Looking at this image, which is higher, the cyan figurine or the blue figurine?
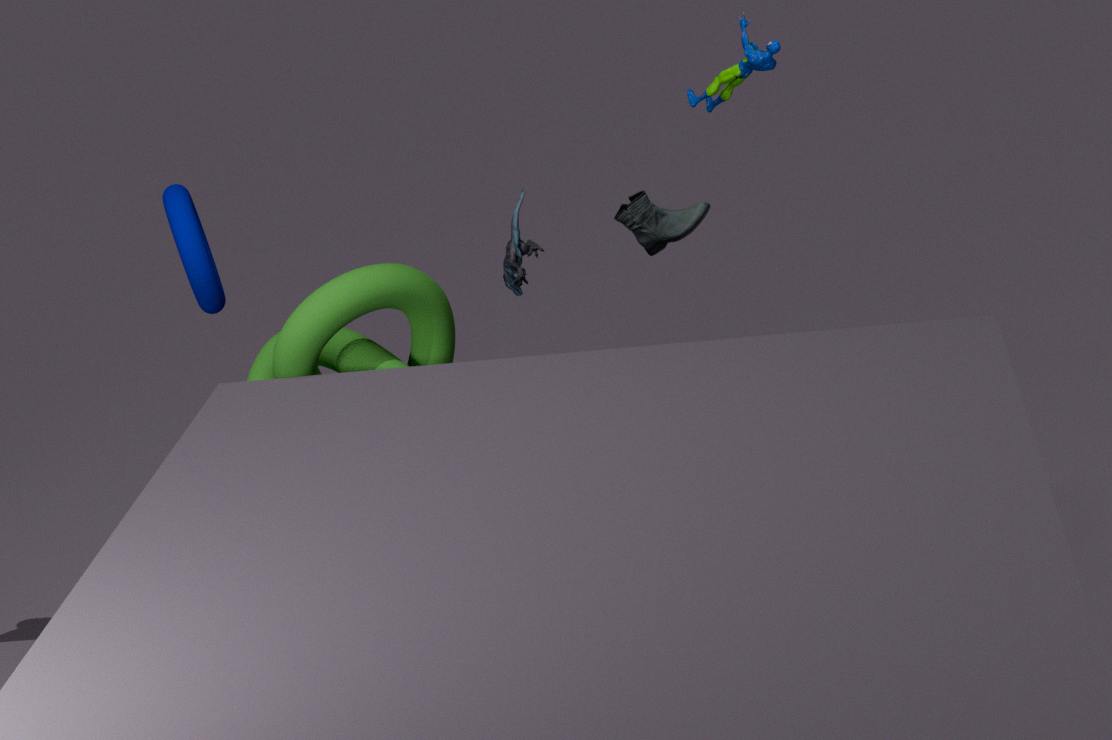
the cyan figurine
